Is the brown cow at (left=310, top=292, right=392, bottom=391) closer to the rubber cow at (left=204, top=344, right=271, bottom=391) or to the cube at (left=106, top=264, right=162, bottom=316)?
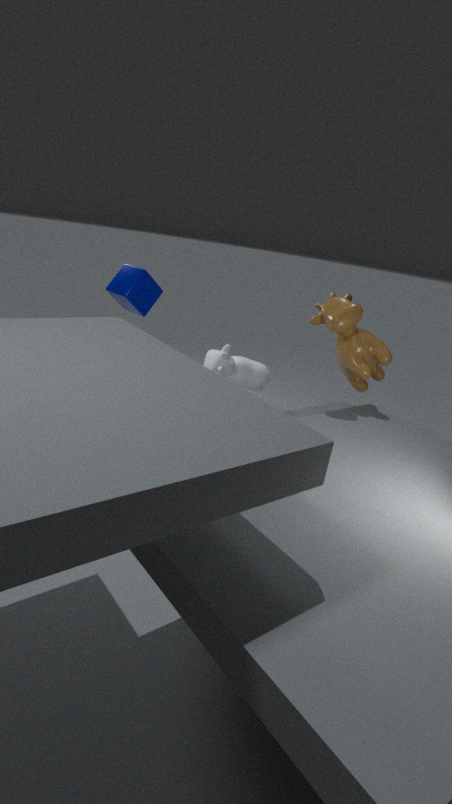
the rubber cow at (left=204, top=344, right=271, bottom=391)
